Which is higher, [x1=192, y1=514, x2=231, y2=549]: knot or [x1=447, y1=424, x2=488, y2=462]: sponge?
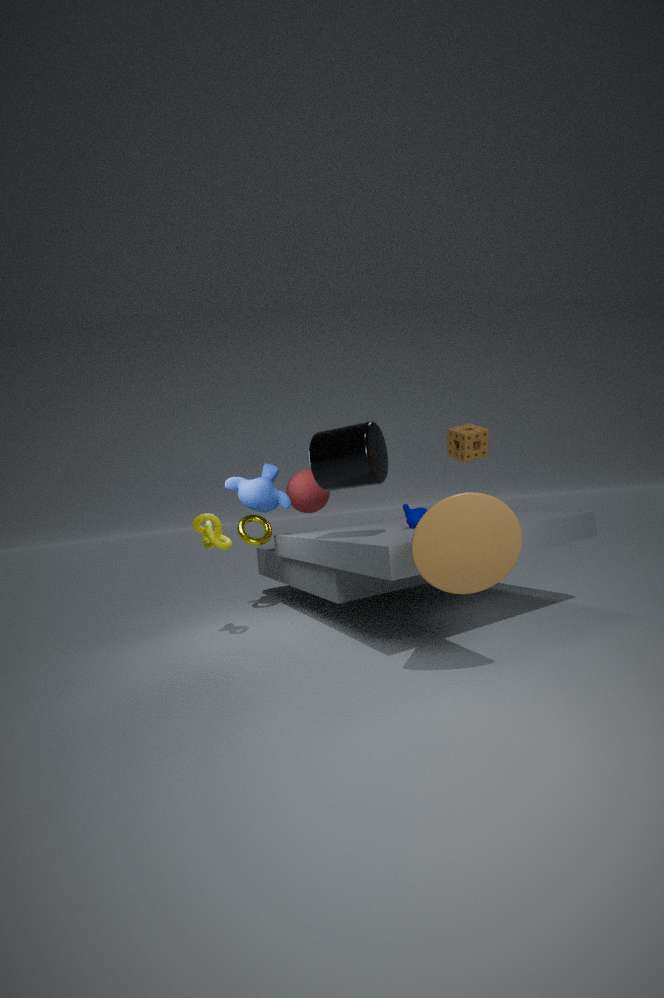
[x1=447, y1=424, x2=488, y2=462]: sponge
